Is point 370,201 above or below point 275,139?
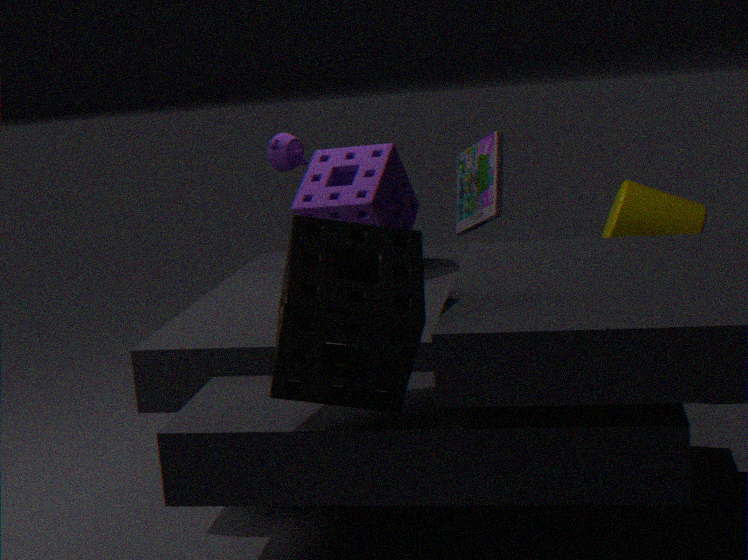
below
